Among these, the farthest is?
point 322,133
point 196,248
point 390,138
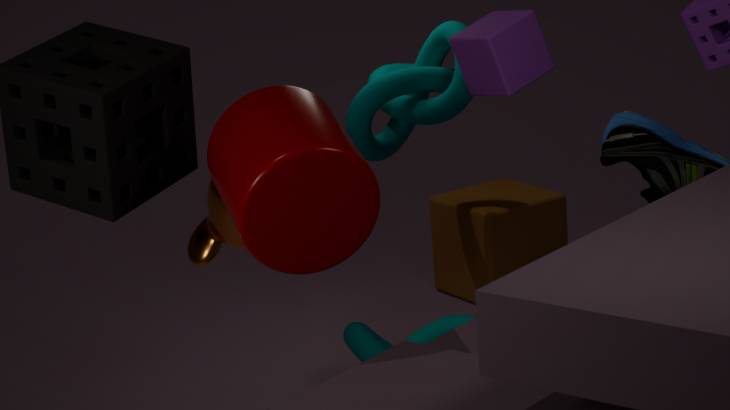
point 390,138
